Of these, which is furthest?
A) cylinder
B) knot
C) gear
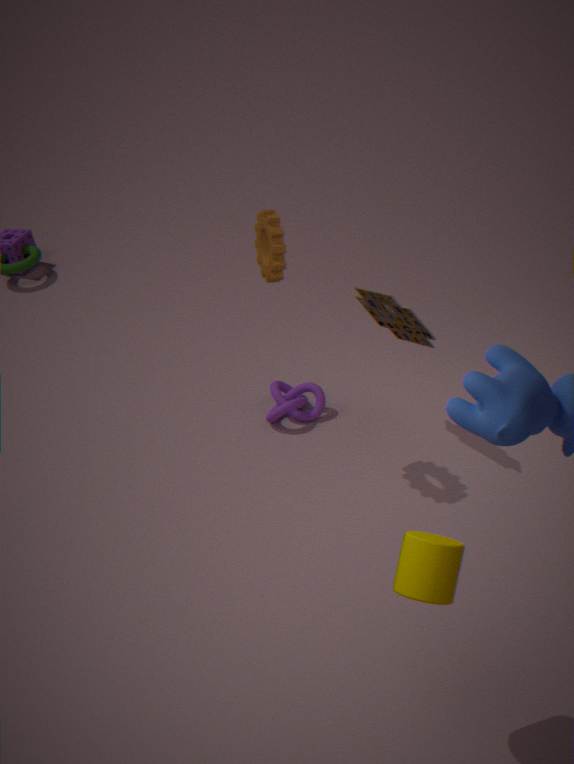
knot
